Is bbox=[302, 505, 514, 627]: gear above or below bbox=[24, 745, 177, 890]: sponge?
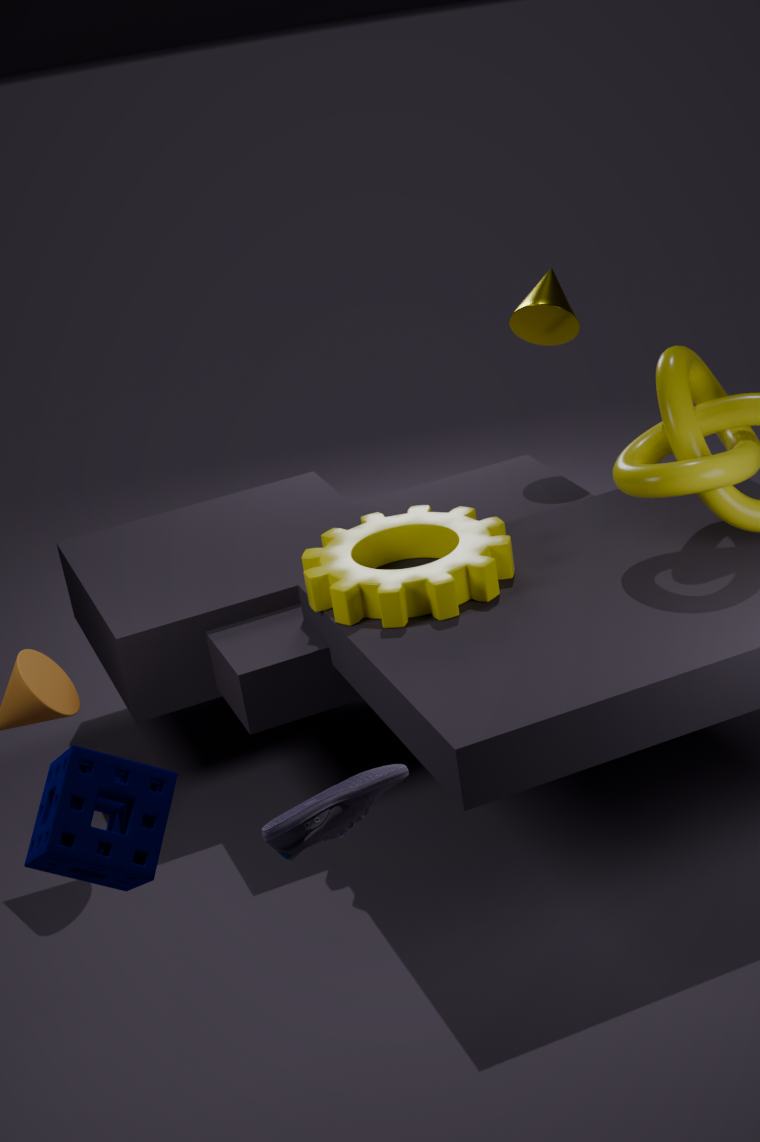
below
